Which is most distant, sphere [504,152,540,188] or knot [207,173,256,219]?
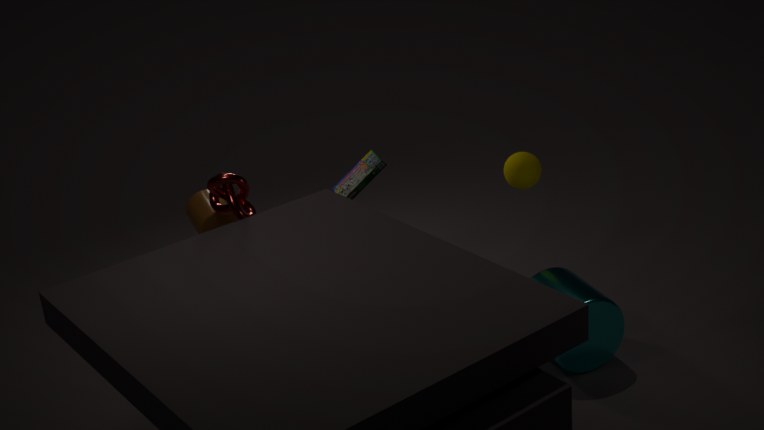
sphere [504,152,540,188]
